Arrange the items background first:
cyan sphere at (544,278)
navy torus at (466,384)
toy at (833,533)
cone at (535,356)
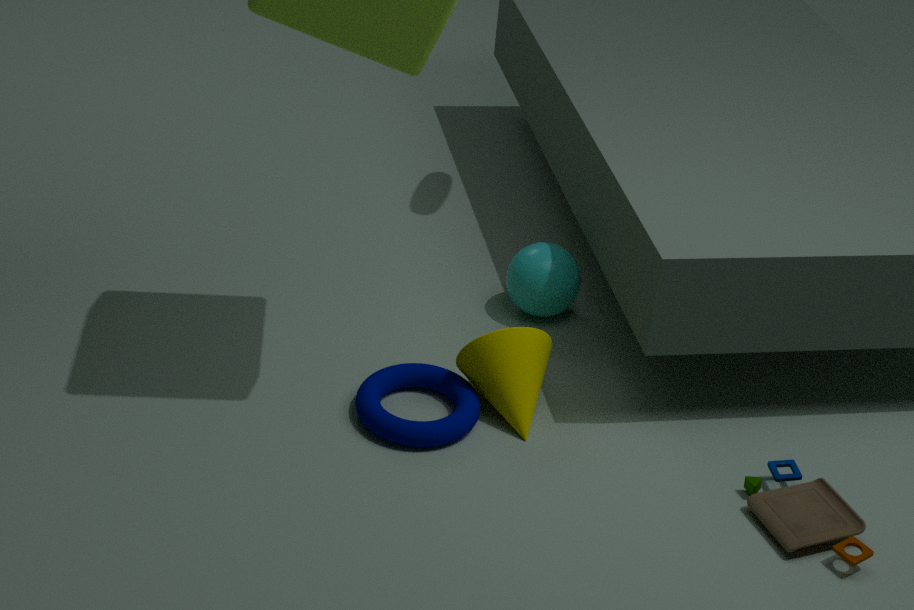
cyan sphere at (544,278)
cone at (535,356)
navy torus at (466,384)
toy at (833,533)
